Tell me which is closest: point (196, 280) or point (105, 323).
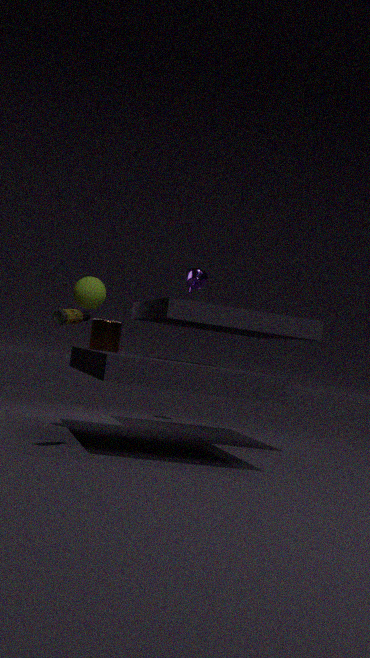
point (105, 323)
